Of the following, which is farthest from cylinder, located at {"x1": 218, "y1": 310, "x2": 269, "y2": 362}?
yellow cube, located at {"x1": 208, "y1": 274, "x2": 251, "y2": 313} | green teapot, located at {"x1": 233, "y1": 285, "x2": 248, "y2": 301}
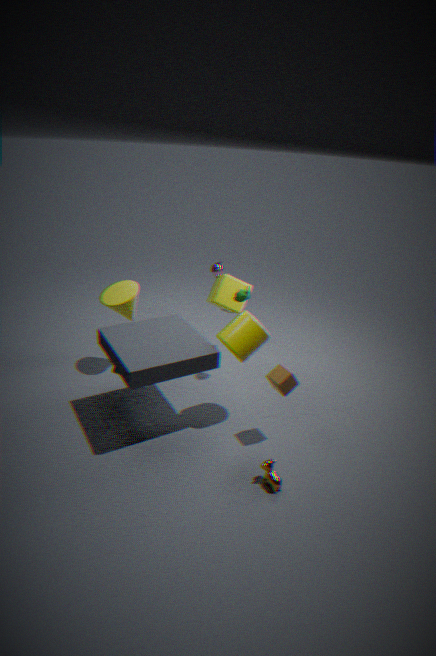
yellow cube, located at {"x1": 208, "y1": 274, "x2": 251, "y2": 313}
